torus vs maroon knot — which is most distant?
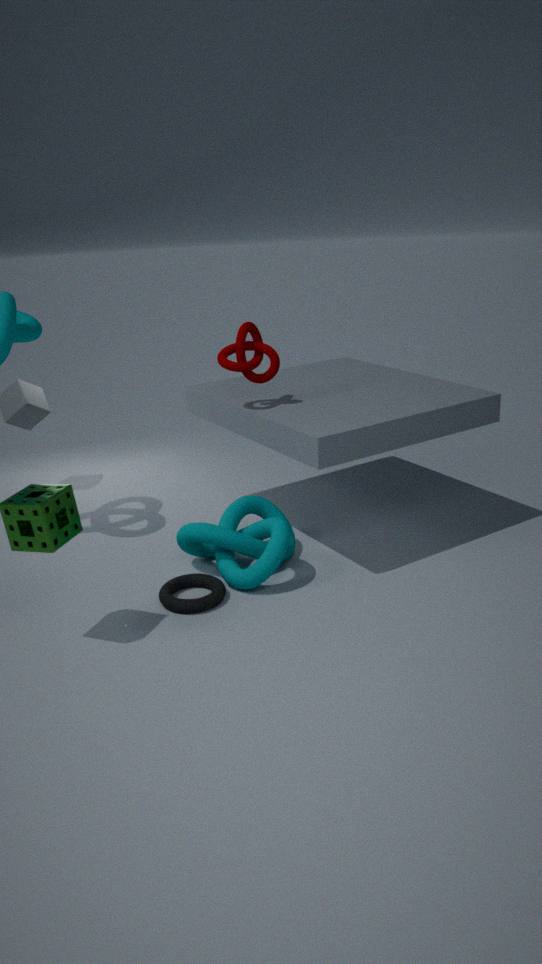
maroon knot
